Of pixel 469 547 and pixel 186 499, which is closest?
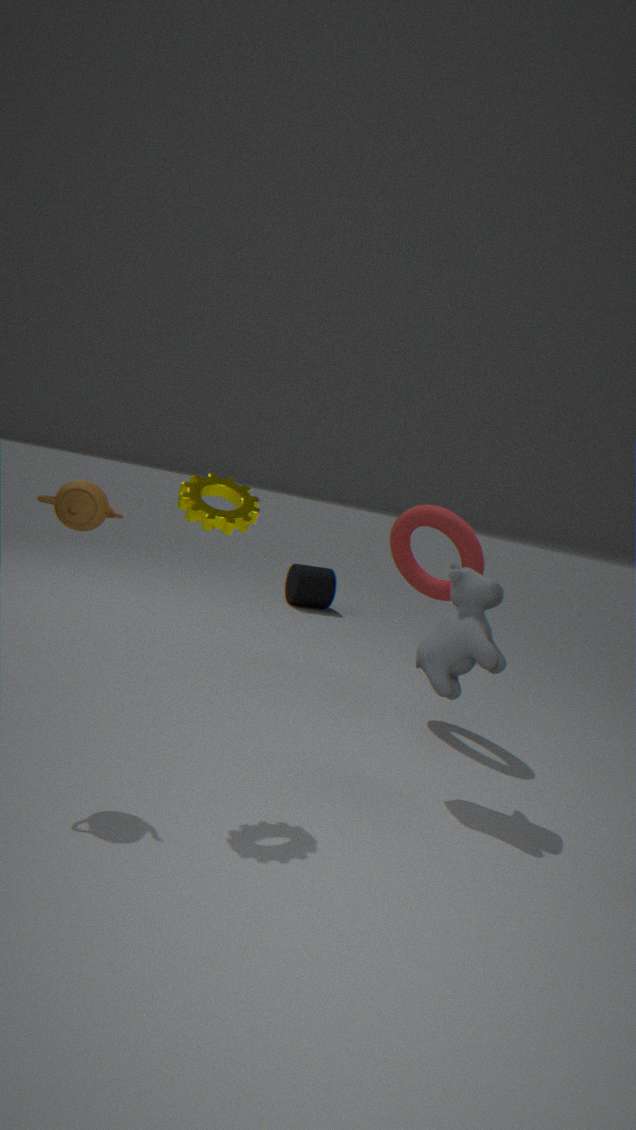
pixel 186 499
